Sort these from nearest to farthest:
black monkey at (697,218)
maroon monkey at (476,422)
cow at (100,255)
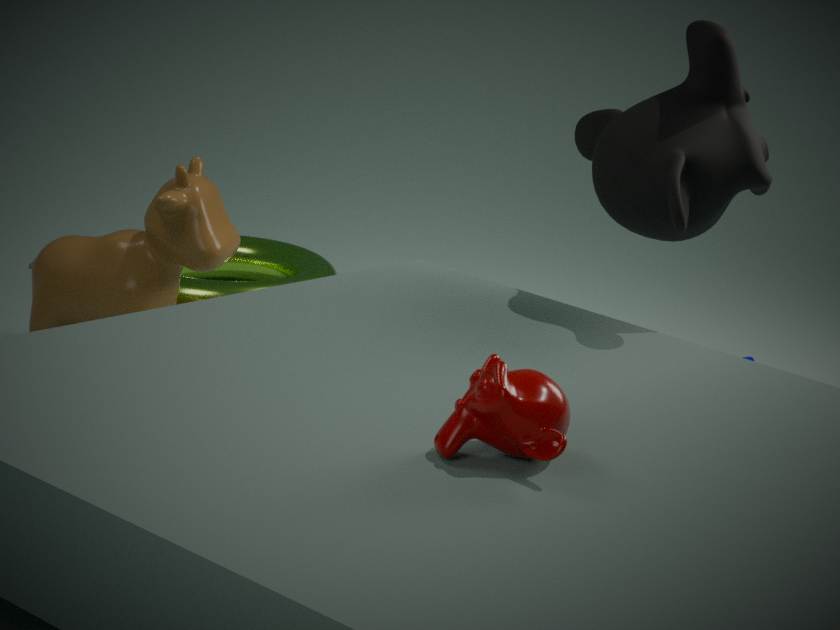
maroon monkey at (476,422) < black monkey at (697,218) < cow at (100,255)
